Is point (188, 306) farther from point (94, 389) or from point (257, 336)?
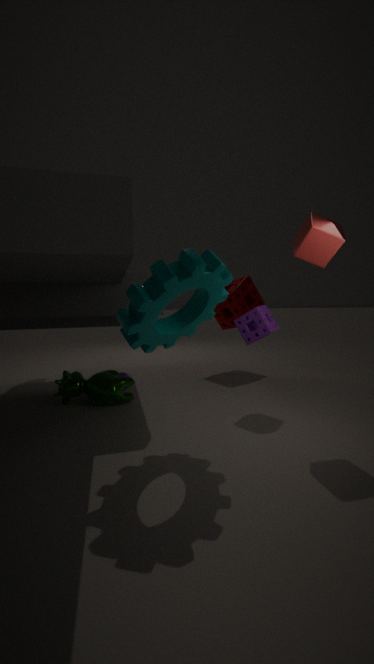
point (94, 389)
